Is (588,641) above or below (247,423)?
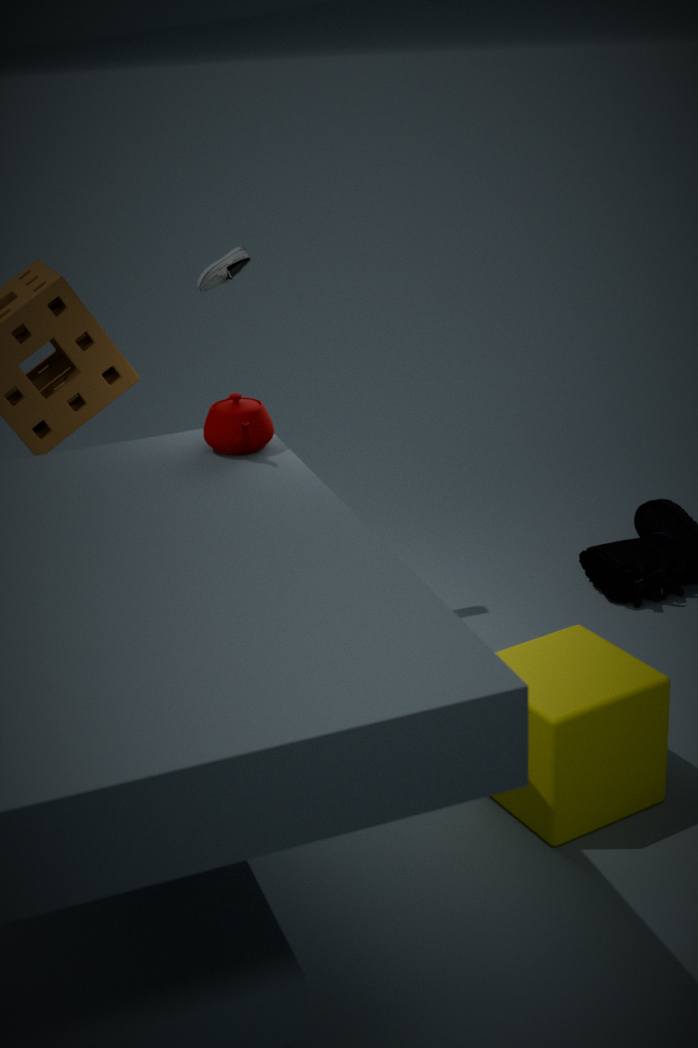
below
